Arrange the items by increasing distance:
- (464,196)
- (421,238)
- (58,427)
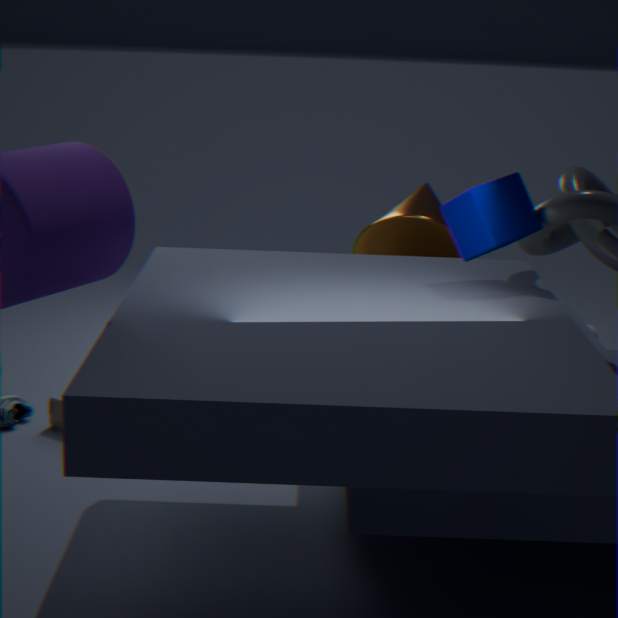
(464,196), (421,238), (58,427)
